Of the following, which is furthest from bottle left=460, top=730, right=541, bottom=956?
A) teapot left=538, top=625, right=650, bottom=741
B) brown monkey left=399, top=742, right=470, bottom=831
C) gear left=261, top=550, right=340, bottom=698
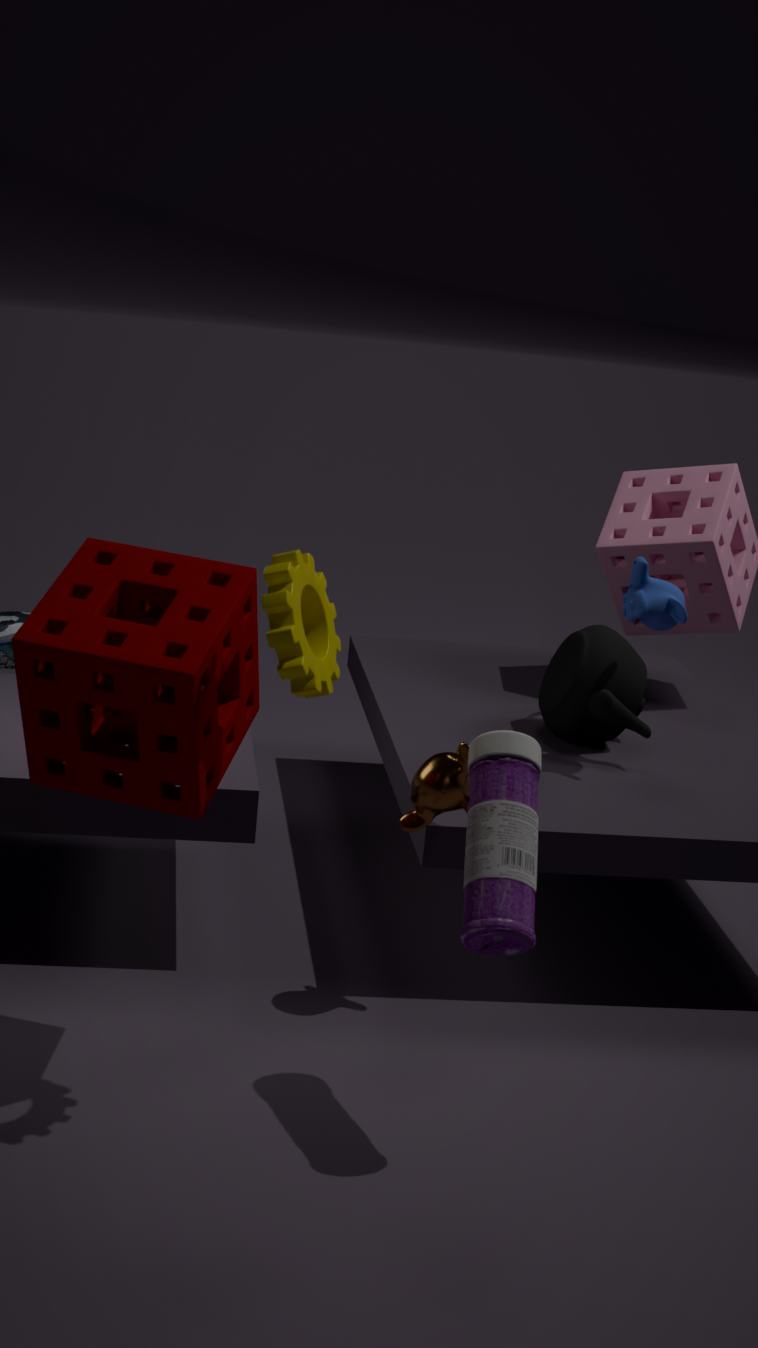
teapot left=538, top=625, right=650, bottom=741
